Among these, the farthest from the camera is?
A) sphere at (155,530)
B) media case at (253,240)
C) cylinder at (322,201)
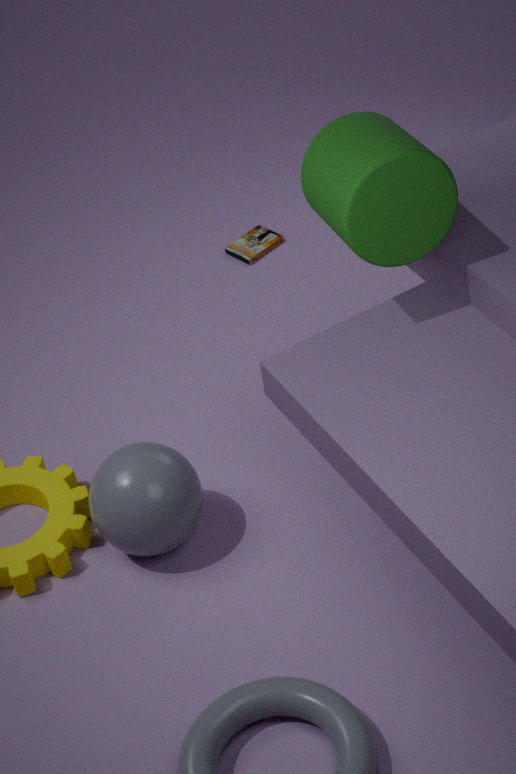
media case at (253,240)
